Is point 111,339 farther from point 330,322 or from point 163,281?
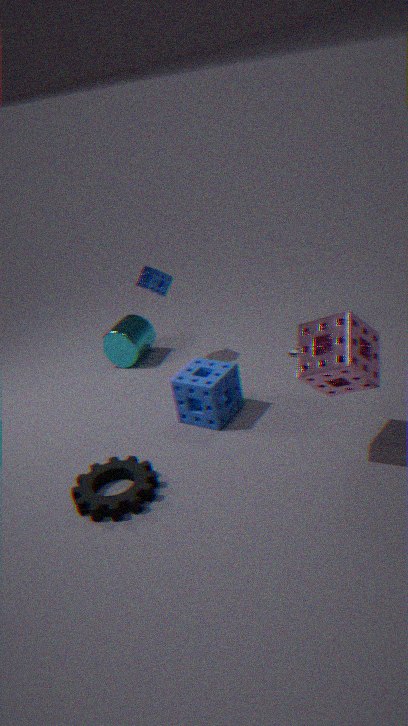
point 330,322
